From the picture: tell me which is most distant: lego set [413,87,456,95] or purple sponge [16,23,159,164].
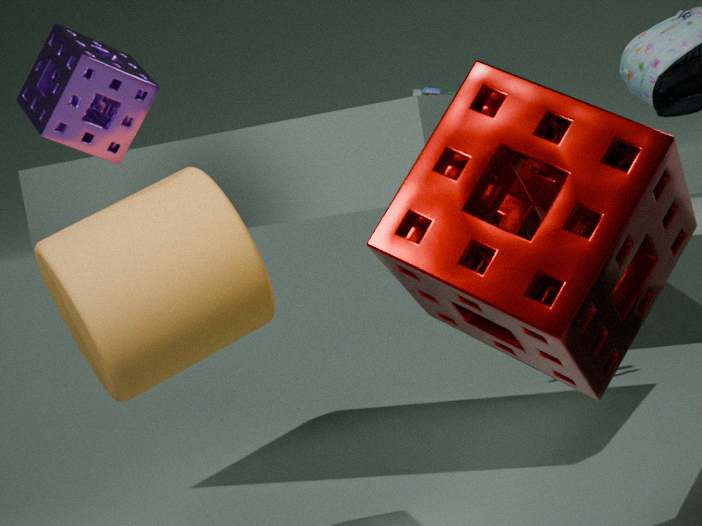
lego set [413,87,456,95]
